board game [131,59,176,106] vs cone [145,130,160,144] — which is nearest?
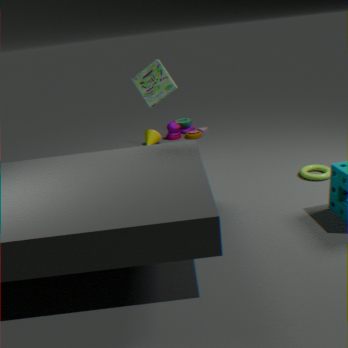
board game [131,59,176,106]
